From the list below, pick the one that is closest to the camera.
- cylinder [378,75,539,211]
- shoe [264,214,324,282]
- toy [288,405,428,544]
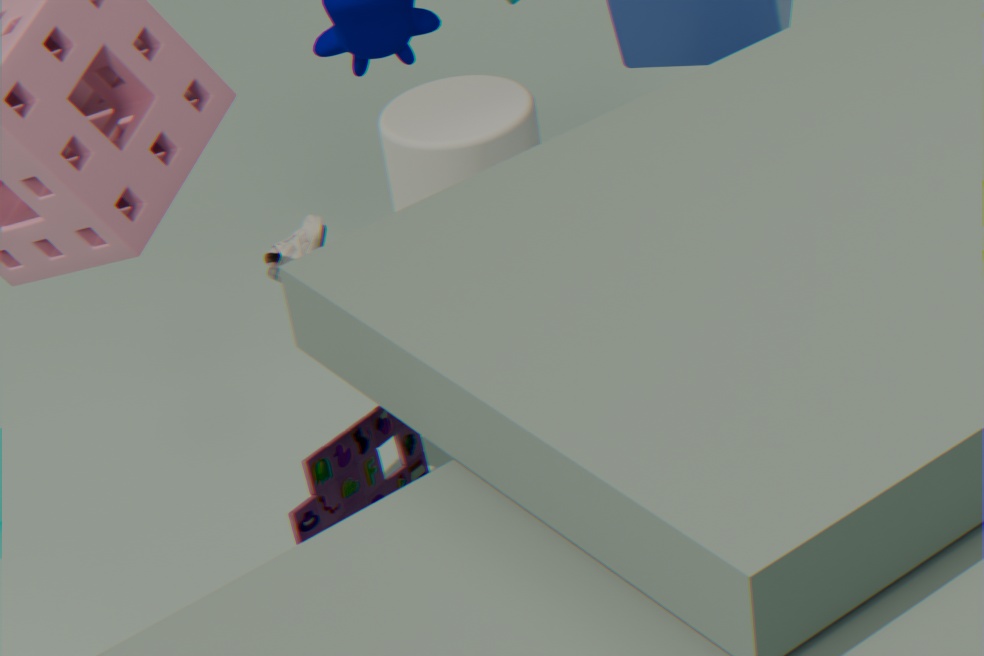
toy [288,405,428,544]
